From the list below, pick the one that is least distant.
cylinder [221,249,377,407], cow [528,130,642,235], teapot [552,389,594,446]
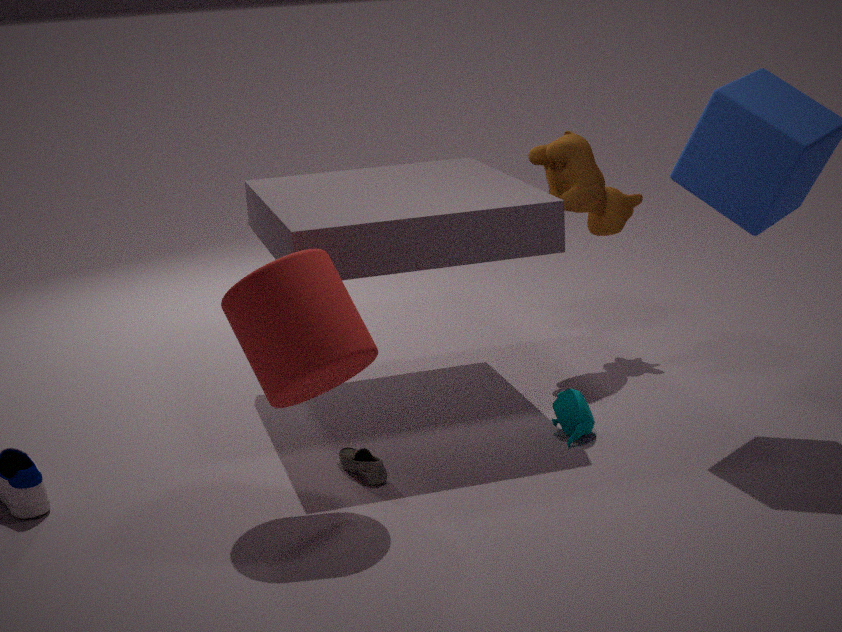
cylinder [221,249,377,407]
